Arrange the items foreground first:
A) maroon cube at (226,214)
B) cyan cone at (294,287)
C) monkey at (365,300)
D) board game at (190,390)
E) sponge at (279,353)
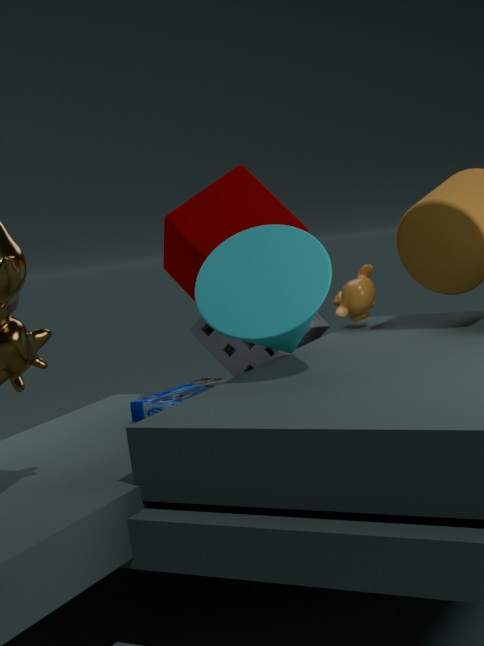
cyan cone at (294,287), board game at (190,390), maroon cube at (226,214), monkey at (365,300), sponge at (279,353)
